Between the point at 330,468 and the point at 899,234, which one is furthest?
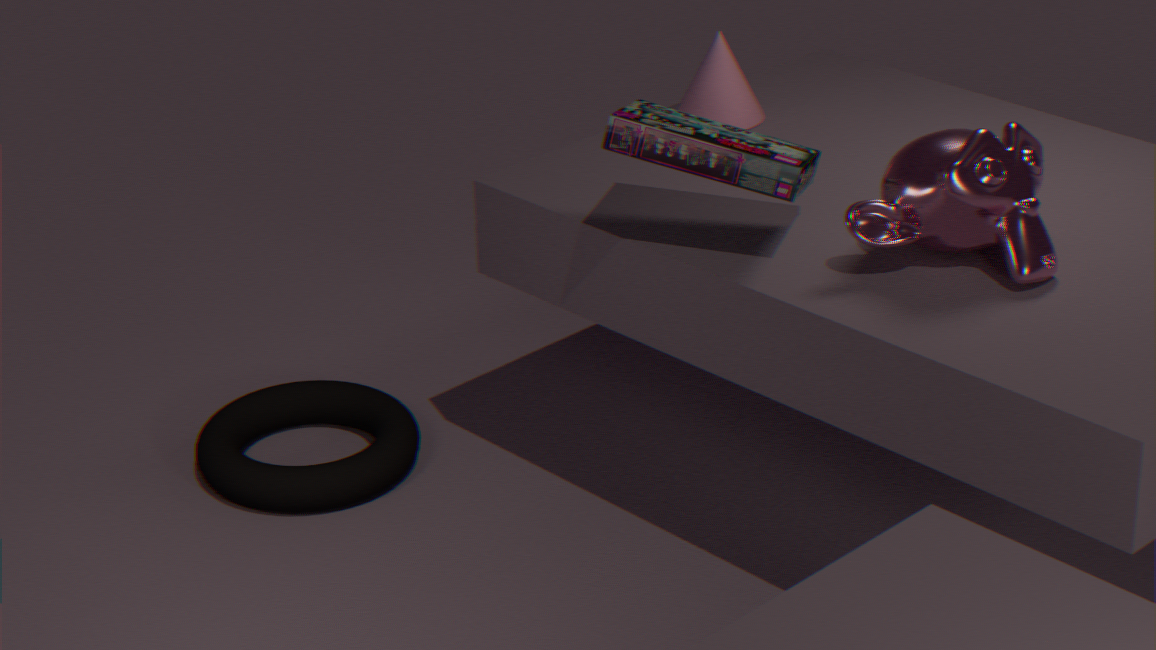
the point at 330,468
